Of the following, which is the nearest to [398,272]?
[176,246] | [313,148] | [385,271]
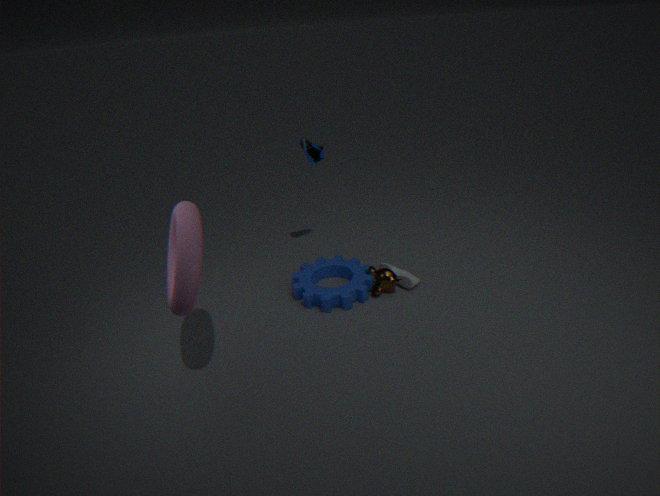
[385,271]
